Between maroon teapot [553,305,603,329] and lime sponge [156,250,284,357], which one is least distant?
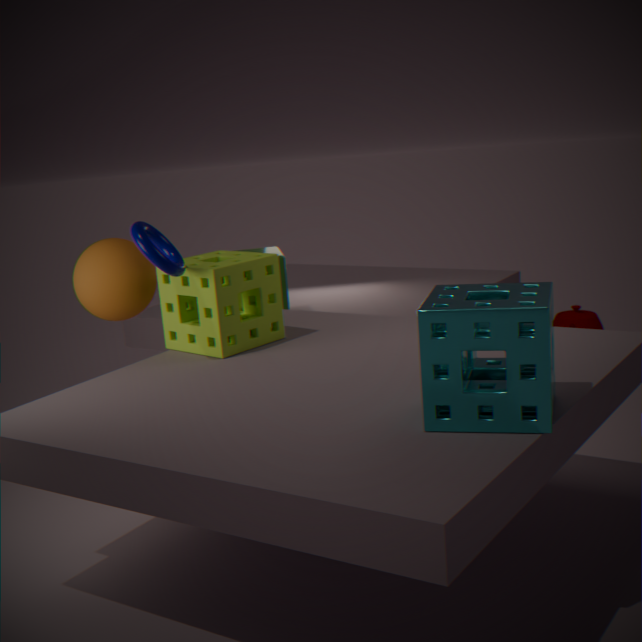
lime sponge [156,250,284,357]
